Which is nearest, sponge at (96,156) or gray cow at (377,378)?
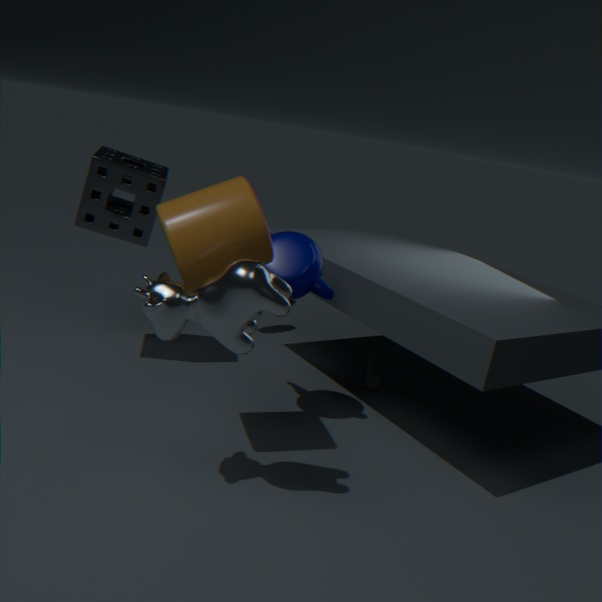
sponge at (96,156)
